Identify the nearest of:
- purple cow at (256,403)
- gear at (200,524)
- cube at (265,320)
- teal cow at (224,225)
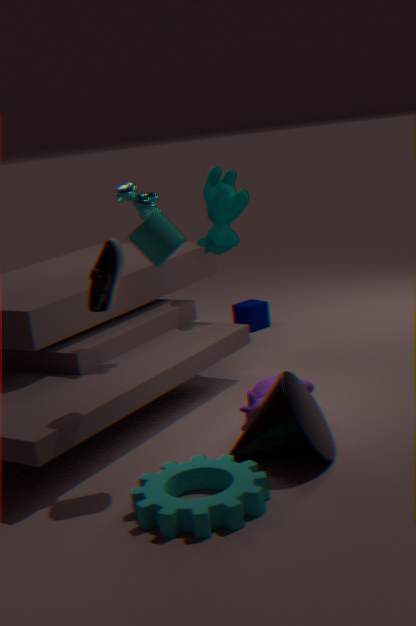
gear at (200,524)
